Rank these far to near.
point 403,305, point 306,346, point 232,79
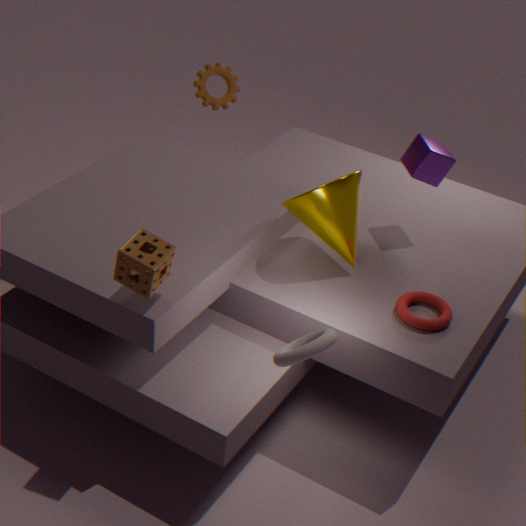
1. point 232,79
2. point 403,305
3. point 306,346
